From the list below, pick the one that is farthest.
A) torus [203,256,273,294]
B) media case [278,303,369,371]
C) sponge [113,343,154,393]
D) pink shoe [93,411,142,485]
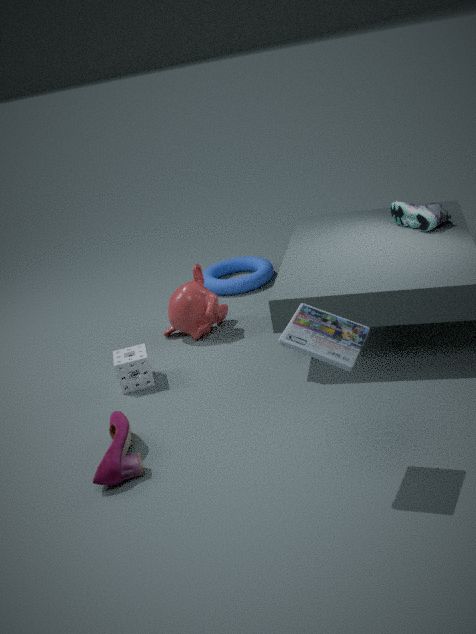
torus [203,256,273,294]
